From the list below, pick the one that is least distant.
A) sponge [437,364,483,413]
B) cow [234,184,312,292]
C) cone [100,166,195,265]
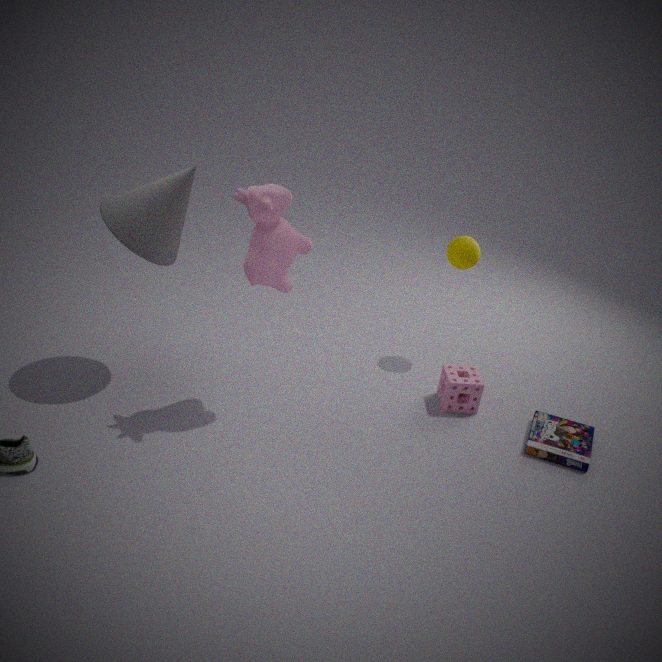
cow [234,184,312,292]
